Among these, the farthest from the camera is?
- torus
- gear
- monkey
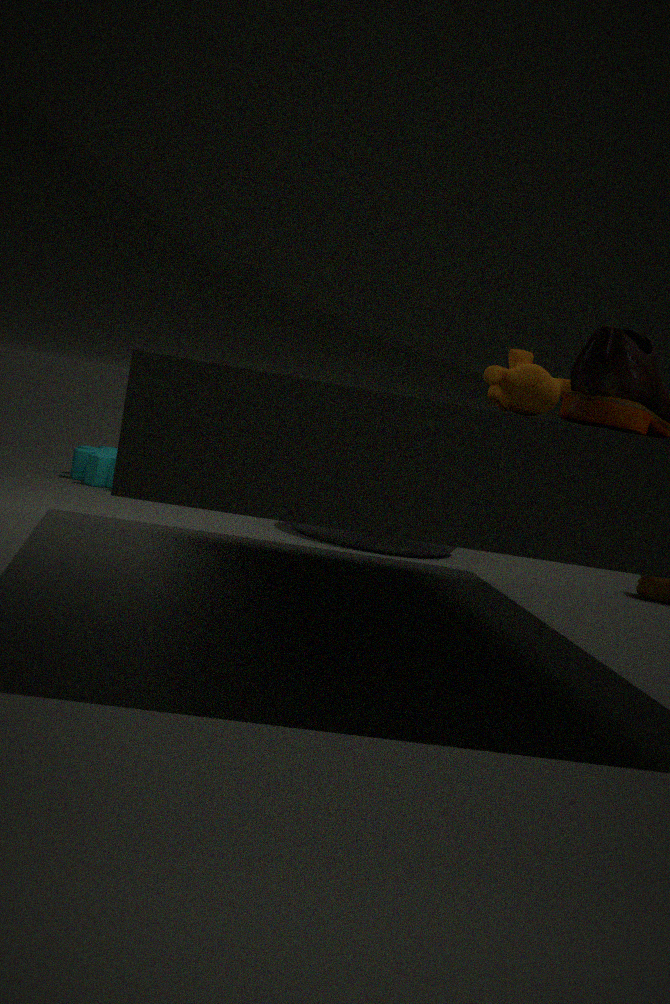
gear
